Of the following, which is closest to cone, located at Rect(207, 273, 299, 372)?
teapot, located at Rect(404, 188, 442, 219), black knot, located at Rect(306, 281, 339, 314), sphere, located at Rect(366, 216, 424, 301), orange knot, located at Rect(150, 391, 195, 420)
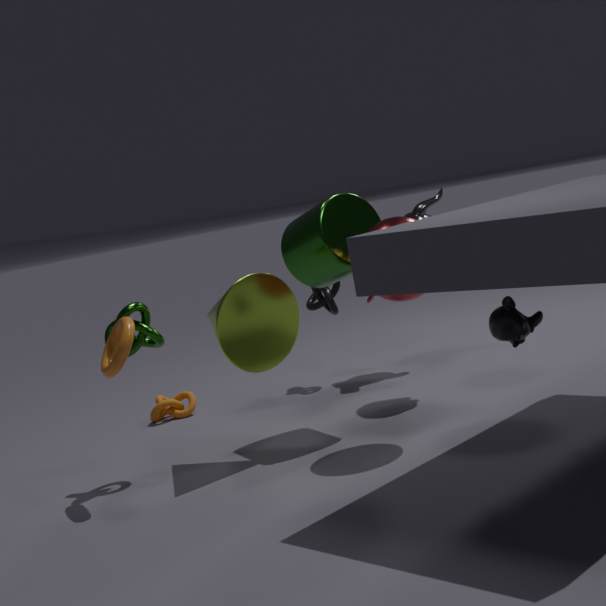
sphere, located at Rect(366, 216, 424, 301)
